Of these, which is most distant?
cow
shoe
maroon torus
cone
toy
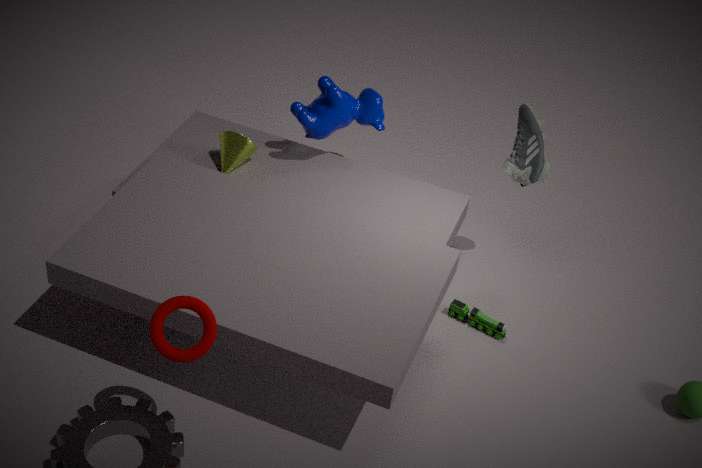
cone
